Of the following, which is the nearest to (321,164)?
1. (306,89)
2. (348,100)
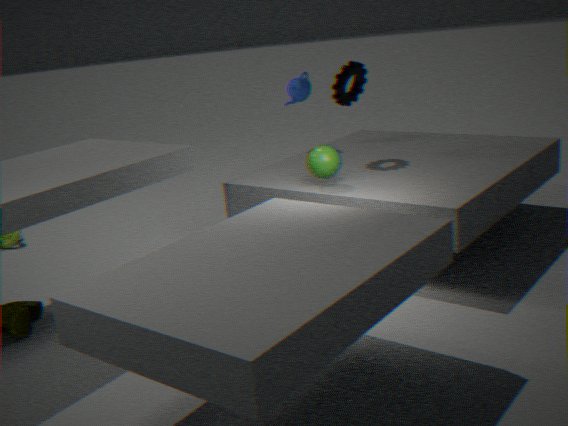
(348,100)
